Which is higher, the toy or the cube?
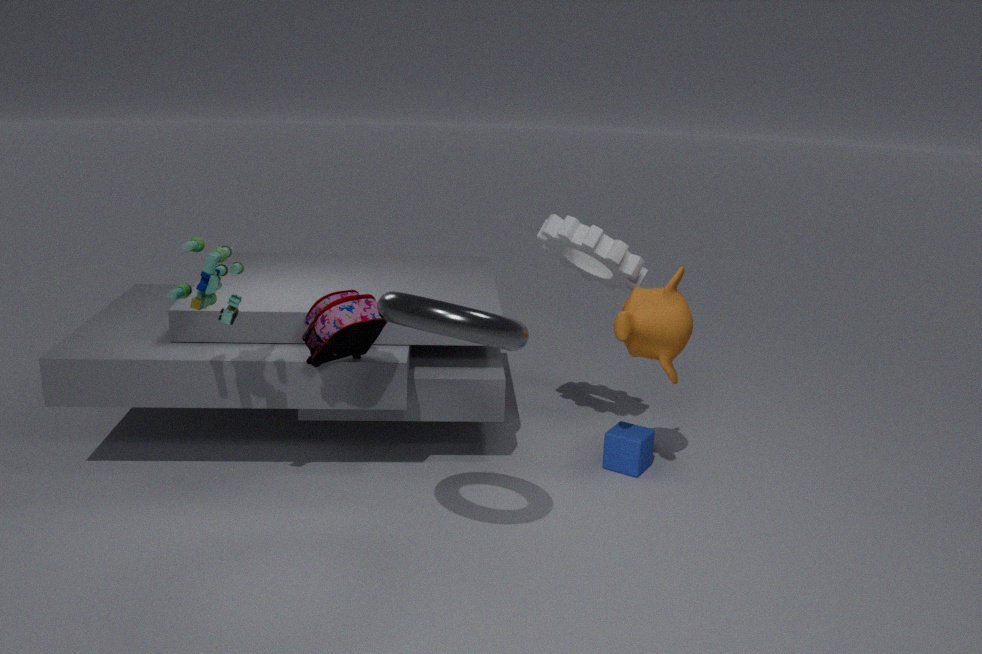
the toy
